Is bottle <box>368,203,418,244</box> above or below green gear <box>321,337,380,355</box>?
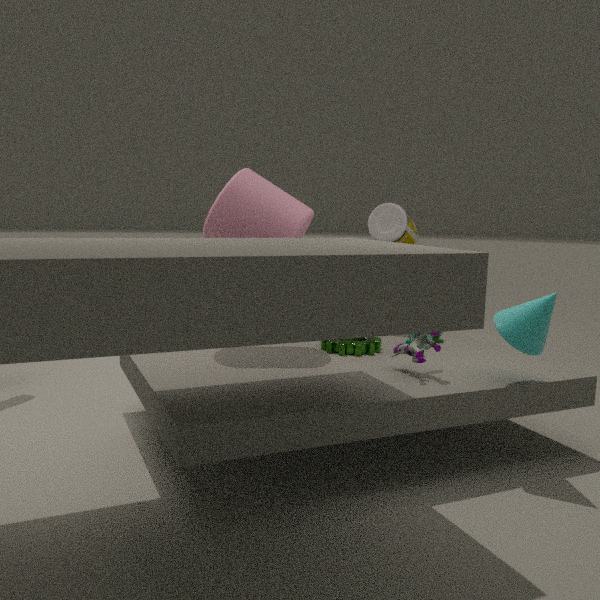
above
